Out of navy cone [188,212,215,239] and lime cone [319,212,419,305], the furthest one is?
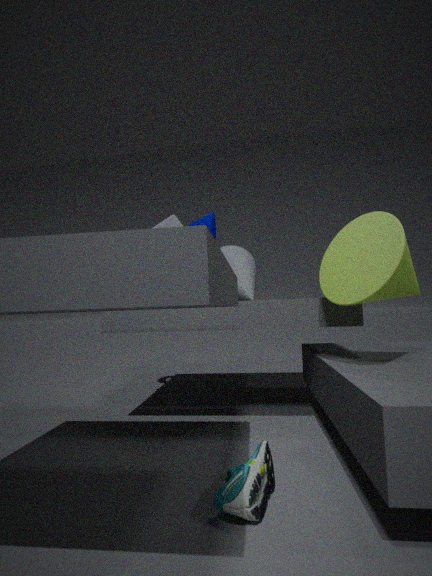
navy cone [188,212,215,239]
